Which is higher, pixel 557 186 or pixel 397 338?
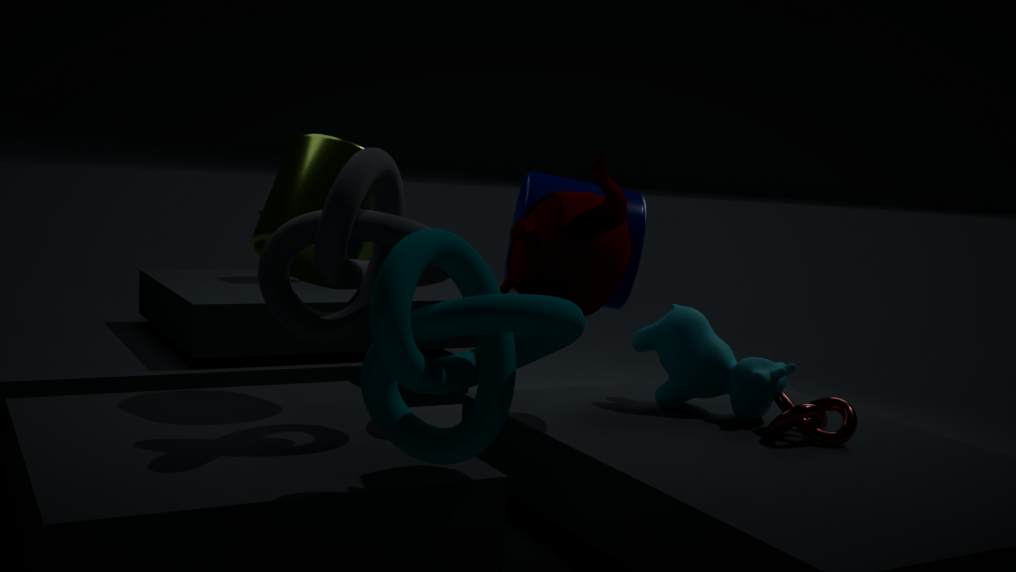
pixel 557 186
